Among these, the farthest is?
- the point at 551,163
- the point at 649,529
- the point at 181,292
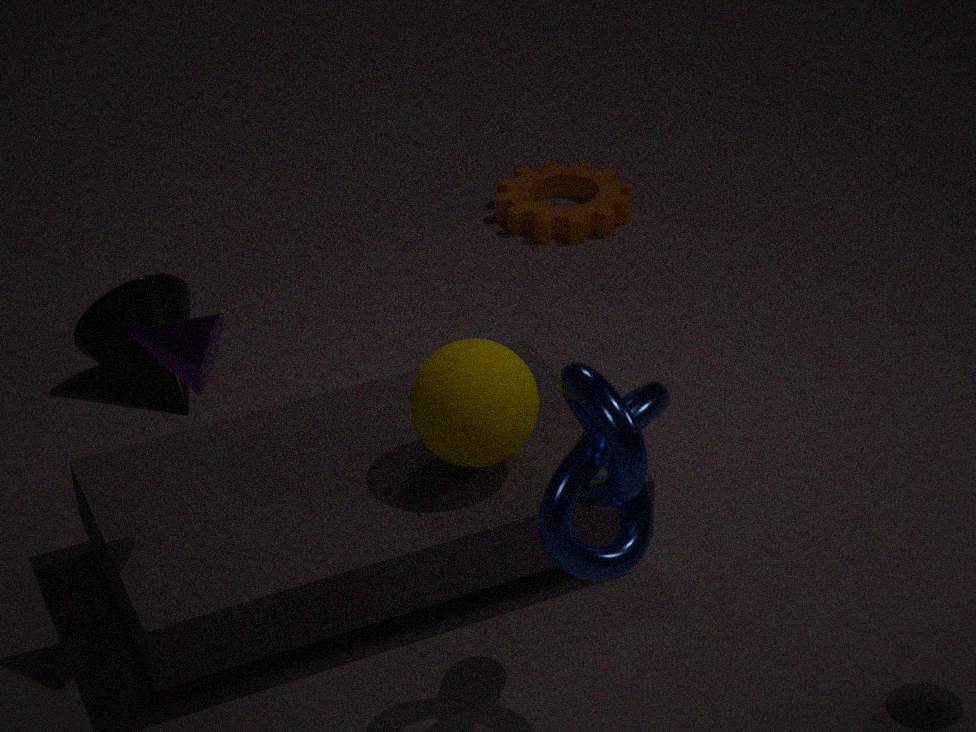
the point at 551,163
